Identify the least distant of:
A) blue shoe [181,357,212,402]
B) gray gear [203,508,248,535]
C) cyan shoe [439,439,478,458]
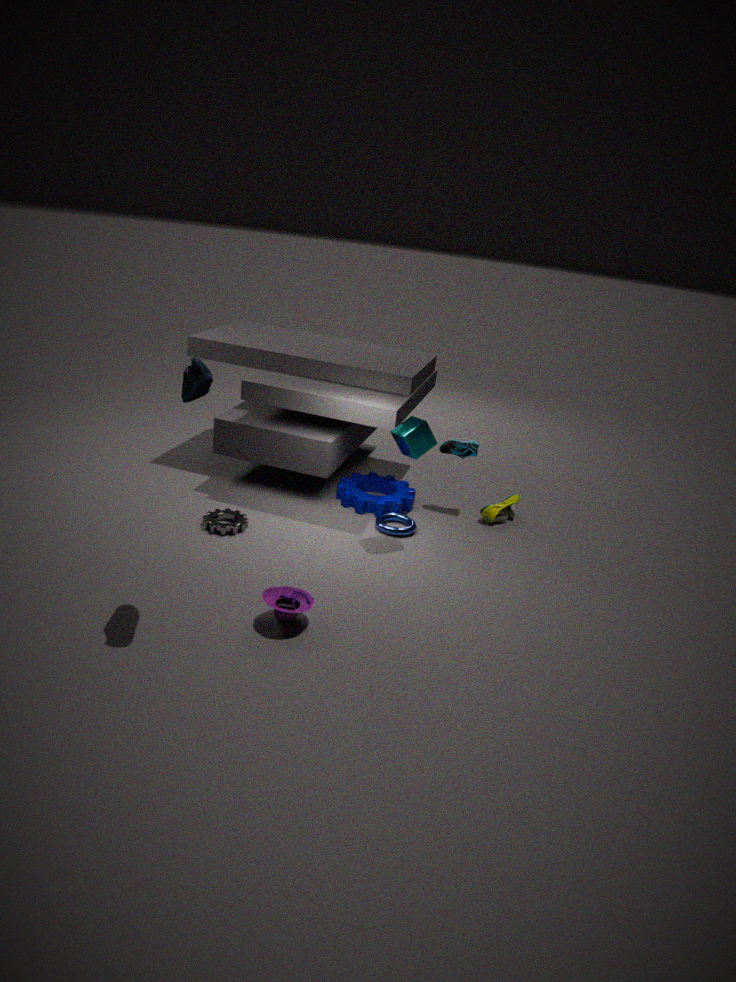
blue shoe [181,357,212,402]
